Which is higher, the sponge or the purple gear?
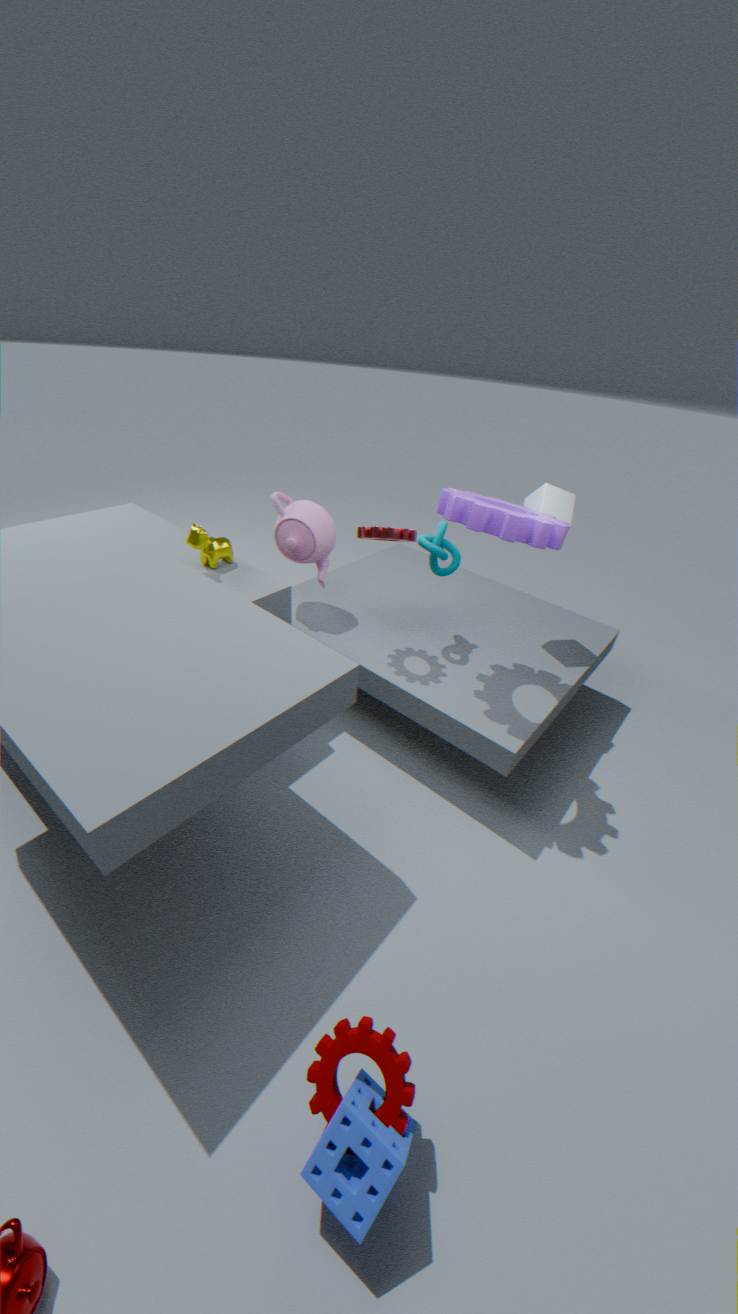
the purple gear
